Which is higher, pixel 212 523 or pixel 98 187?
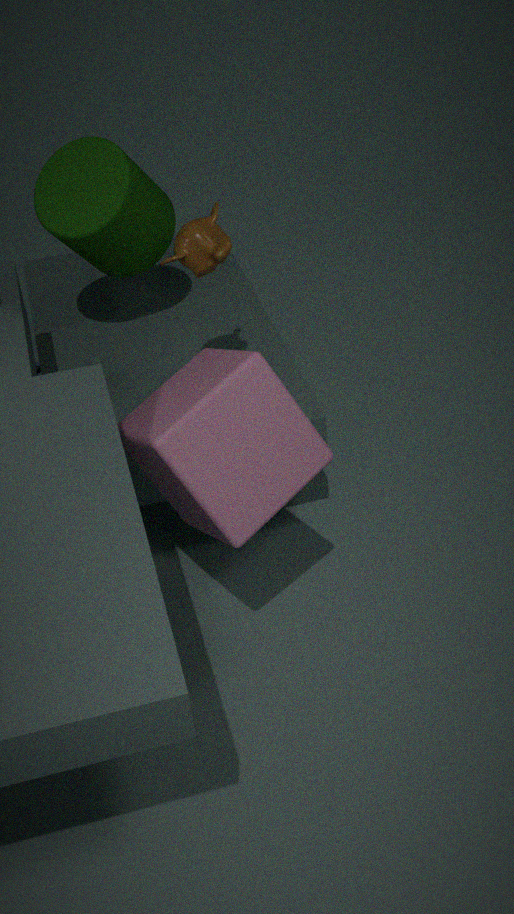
pixel 98 187
